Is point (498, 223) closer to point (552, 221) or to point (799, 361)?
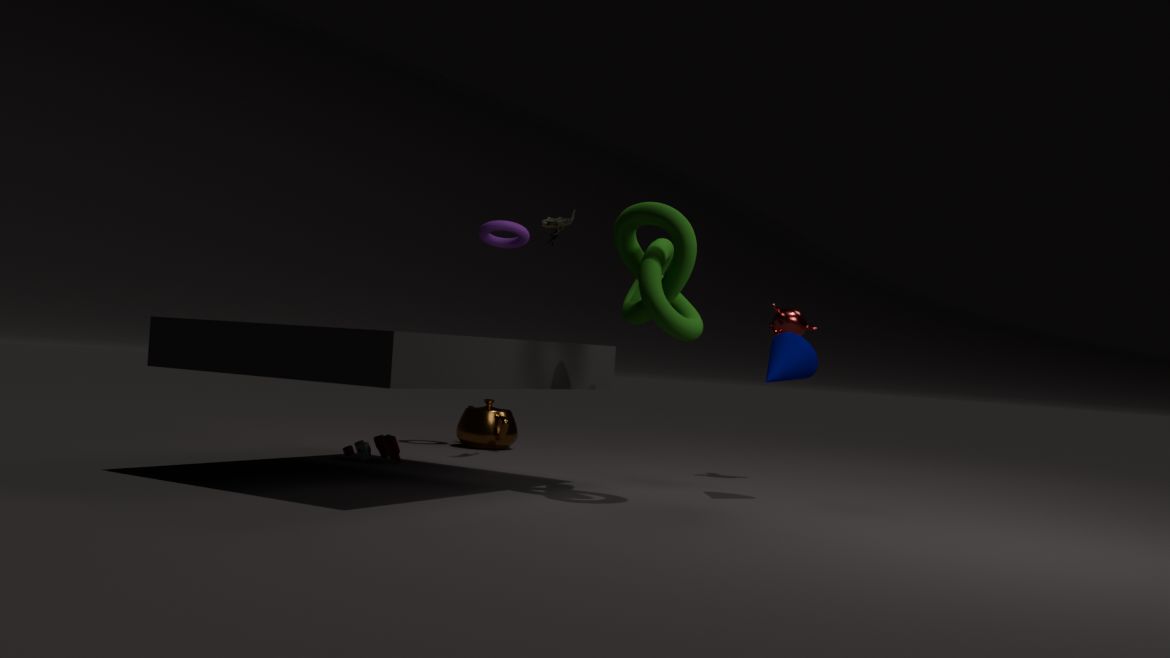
point (552, 221)
